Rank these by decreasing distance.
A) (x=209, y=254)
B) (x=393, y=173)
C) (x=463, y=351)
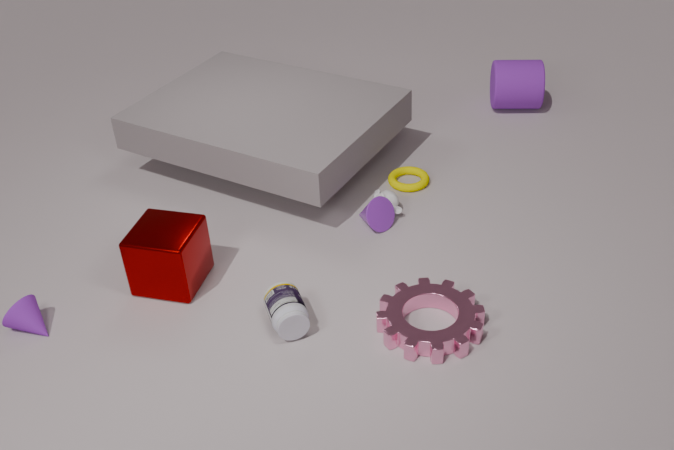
(x=393, y=173)
(x=209, y=254)
(x=463, y=351)
